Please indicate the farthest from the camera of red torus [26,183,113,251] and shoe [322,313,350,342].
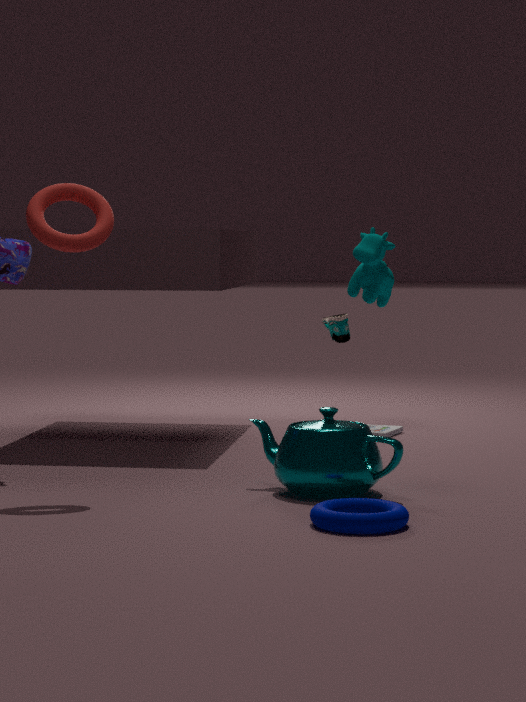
shoe [322,313,350,342]
